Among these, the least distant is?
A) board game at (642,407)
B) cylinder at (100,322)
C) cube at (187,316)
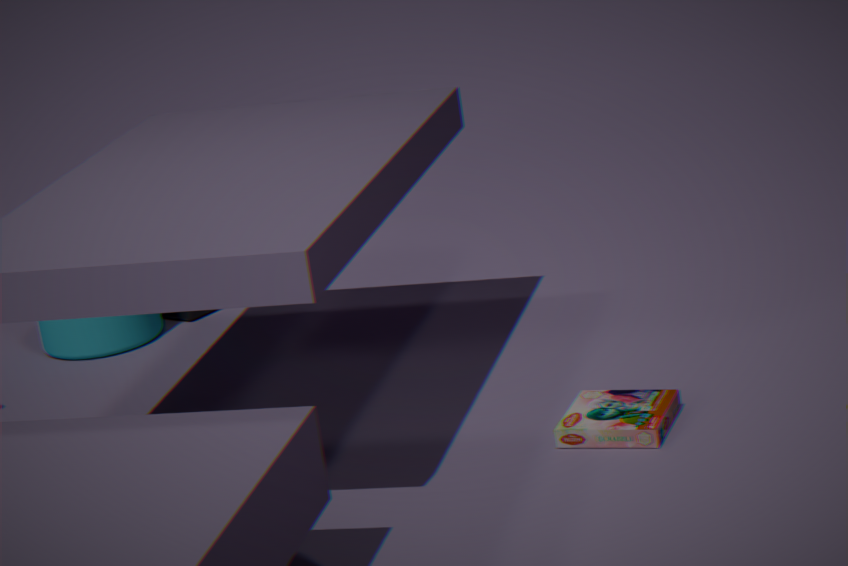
board game at (642,407)
